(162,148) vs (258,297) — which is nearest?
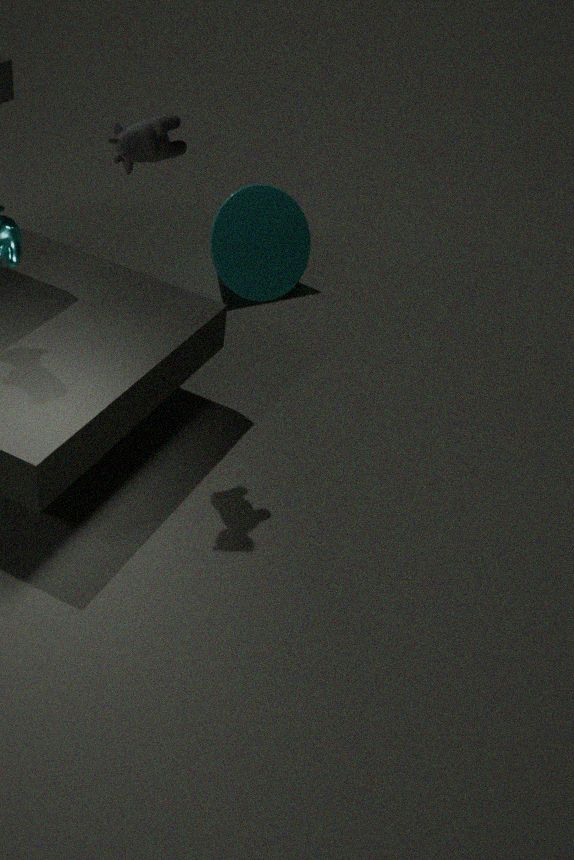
(162,148)
